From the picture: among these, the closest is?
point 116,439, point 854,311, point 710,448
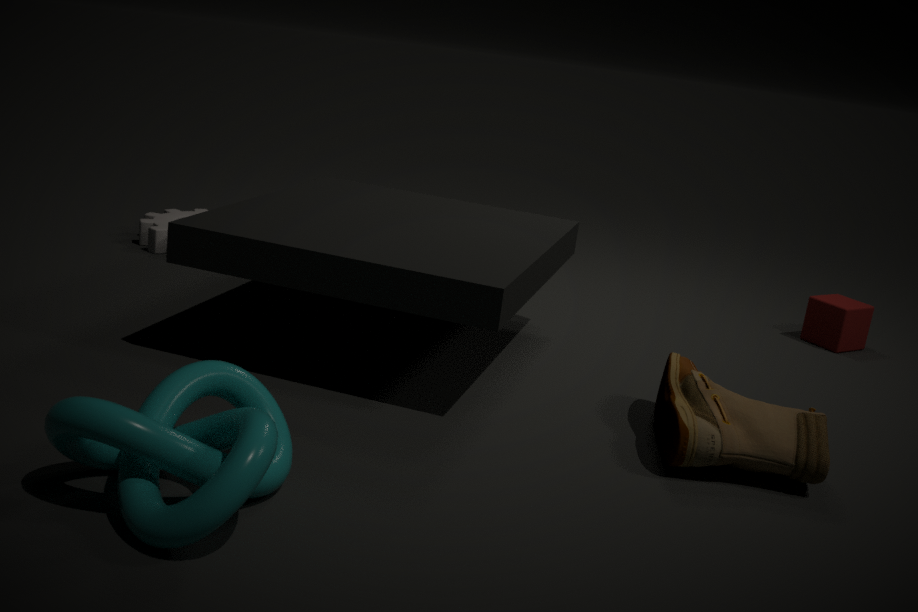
point 116,439
